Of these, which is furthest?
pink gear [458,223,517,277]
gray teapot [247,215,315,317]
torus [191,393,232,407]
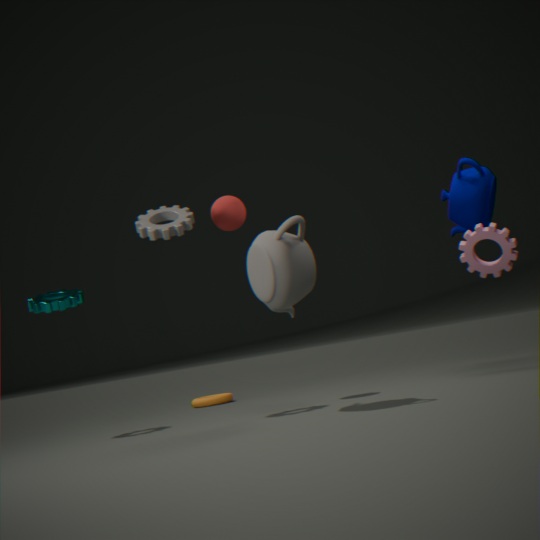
torus [191,393,232,407]
